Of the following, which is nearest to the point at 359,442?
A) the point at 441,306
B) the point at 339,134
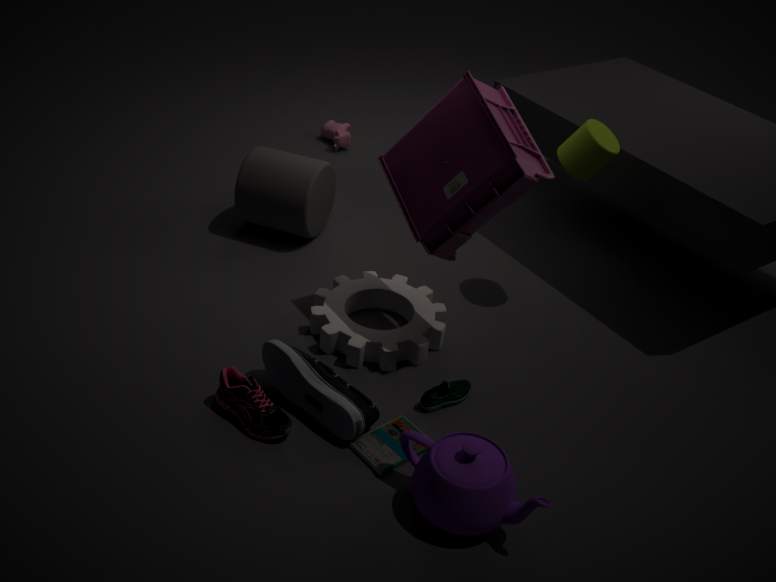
the point at 441,306
